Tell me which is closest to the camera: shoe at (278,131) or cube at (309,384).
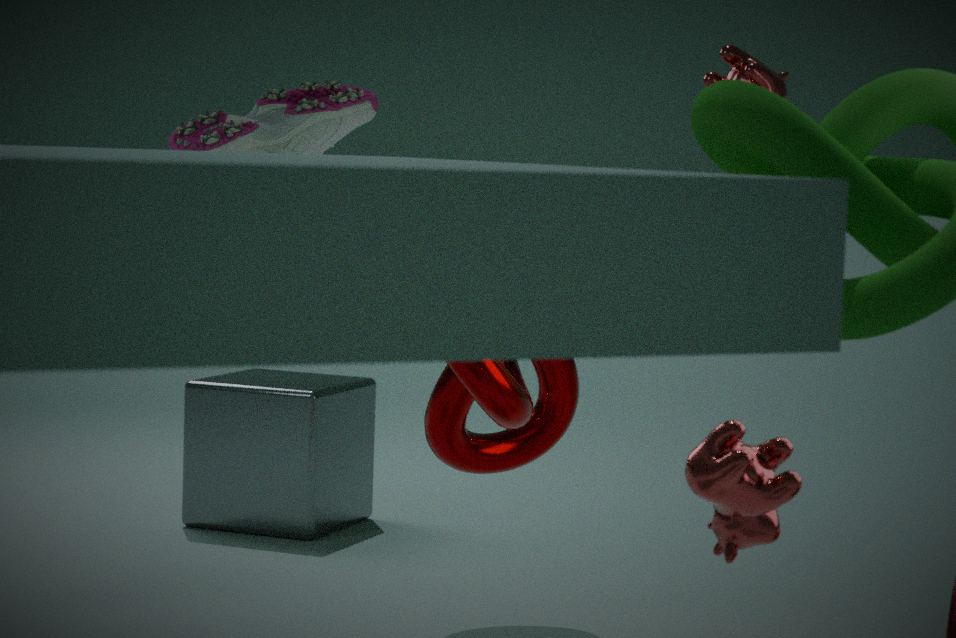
shoe at (278,131)
